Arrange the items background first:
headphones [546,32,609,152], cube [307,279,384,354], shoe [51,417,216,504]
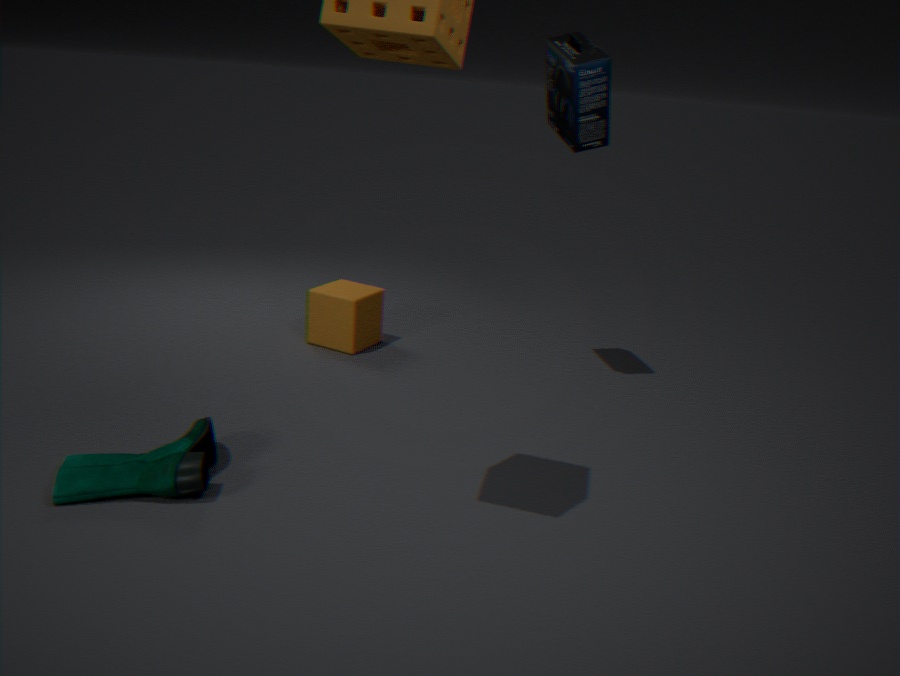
cube [307,279,384,354]
headphones [546,32,609,152]
shoe [51,417,216,504]
